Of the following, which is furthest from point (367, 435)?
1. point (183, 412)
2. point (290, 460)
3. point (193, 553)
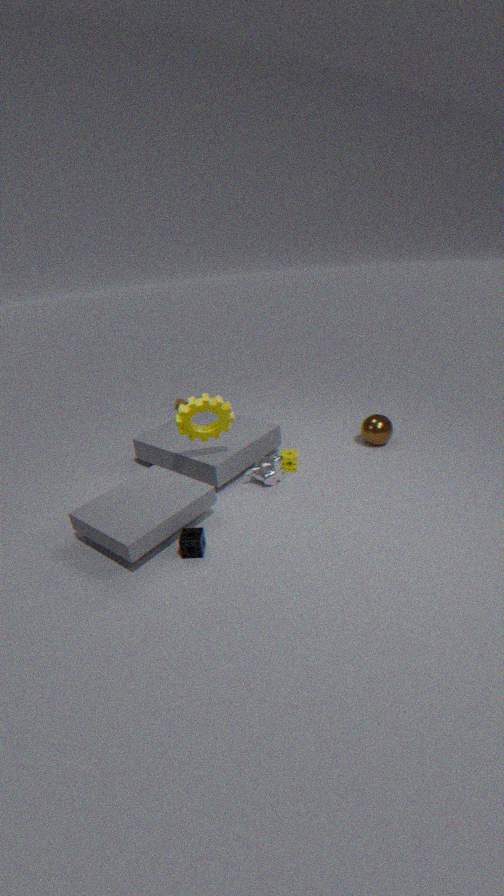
point (193, 553)
